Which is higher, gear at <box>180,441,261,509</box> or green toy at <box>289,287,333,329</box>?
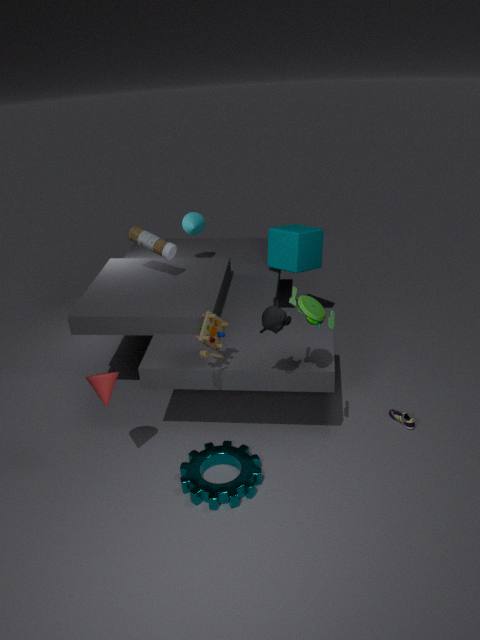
green toy at <box>289,287,333,329</box>
